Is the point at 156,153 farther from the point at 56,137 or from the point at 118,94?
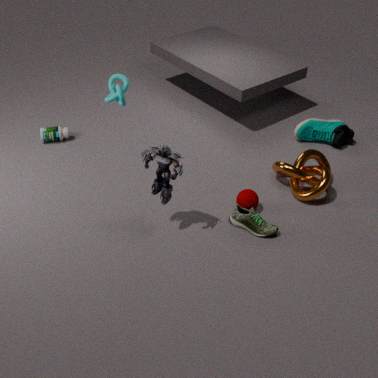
the point at 56,137
